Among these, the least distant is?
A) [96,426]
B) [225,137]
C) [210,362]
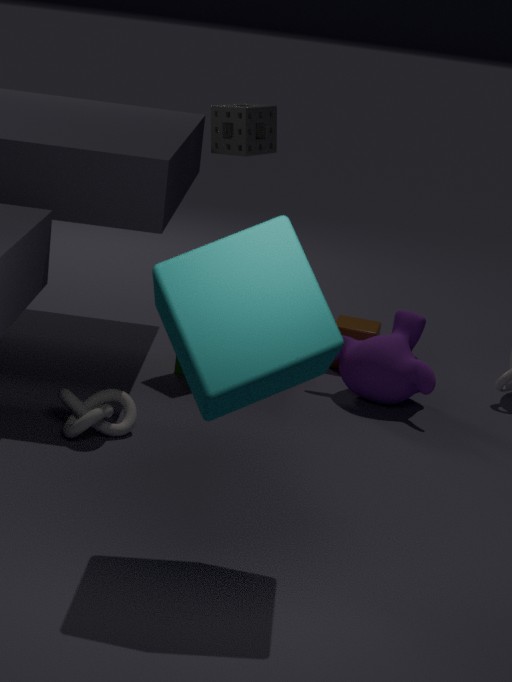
C. [210,362]
